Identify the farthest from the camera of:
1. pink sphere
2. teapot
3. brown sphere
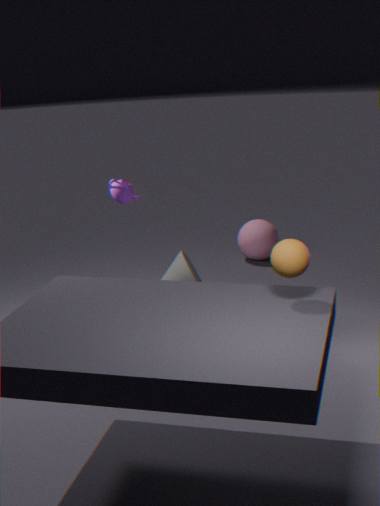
pink sphere
